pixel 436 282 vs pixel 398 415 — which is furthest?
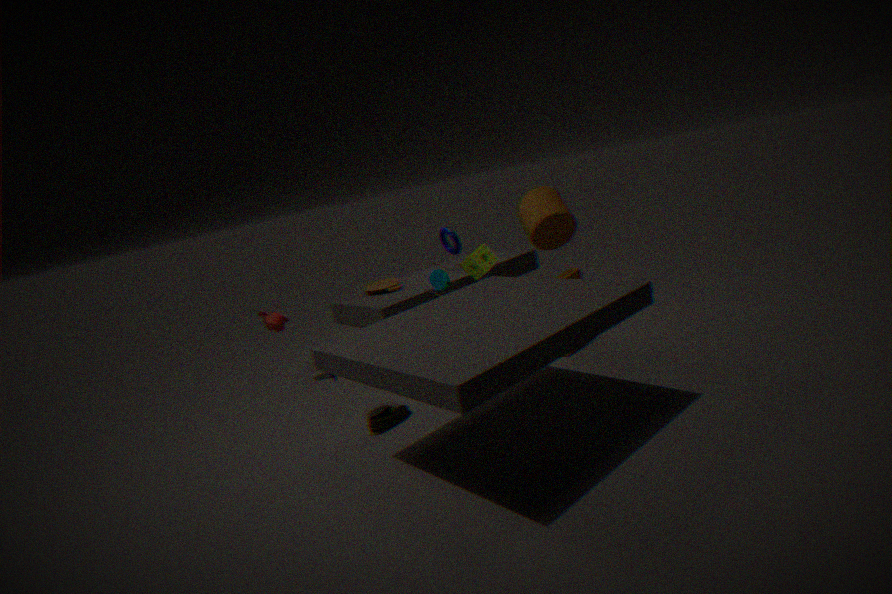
pixel 436 282
